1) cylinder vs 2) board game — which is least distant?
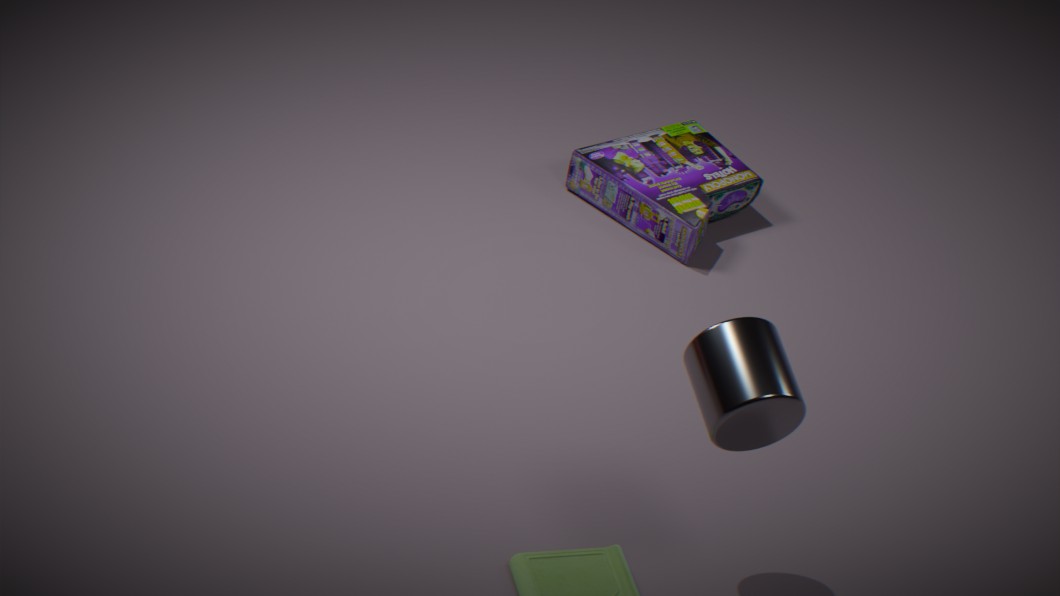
1. cylinder
